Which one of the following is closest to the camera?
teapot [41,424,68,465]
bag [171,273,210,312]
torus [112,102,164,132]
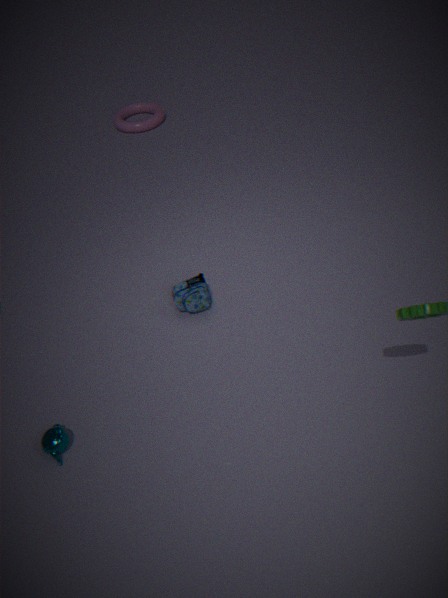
teapot [41,424,68,465]
